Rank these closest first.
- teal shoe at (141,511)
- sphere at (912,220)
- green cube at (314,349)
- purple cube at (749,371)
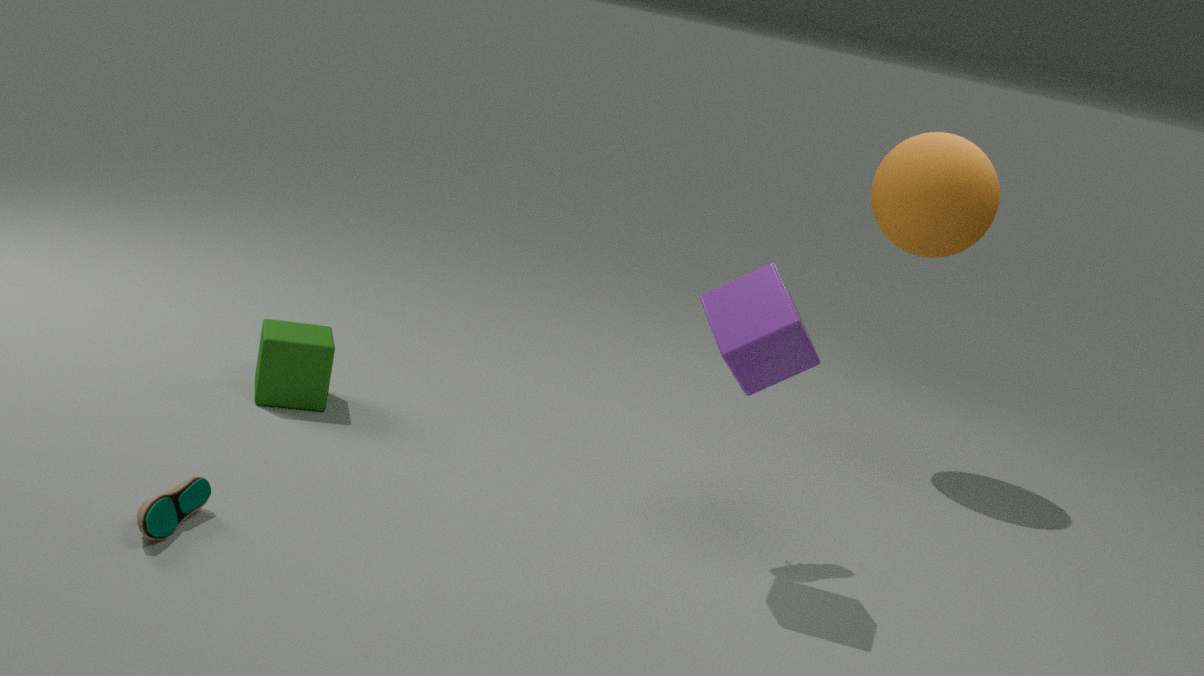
teal shoe at (141,511)
purple cube at (749,371)
green cube at (314,349)
sphere at (912,220)
